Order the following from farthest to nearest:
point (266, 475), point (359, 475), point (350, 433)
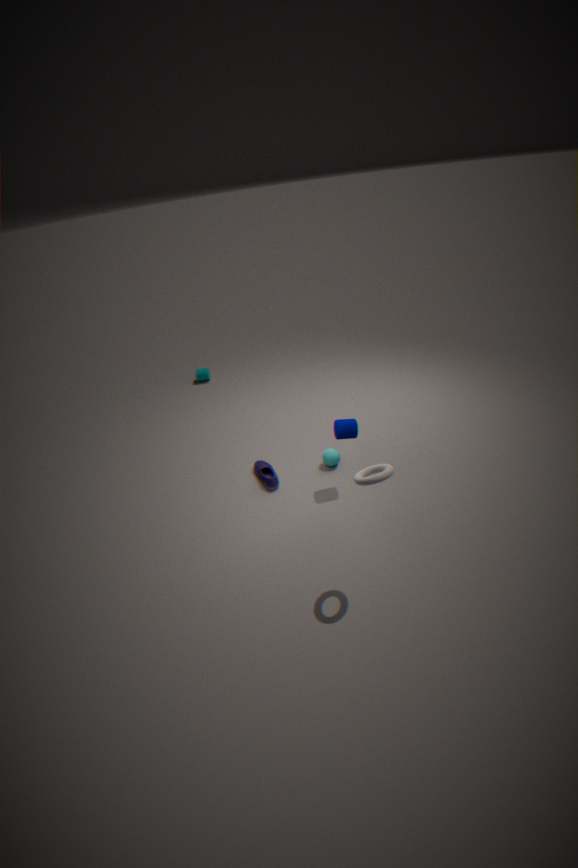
point (266, 475) → point (350, 433) → point (359, 475)
